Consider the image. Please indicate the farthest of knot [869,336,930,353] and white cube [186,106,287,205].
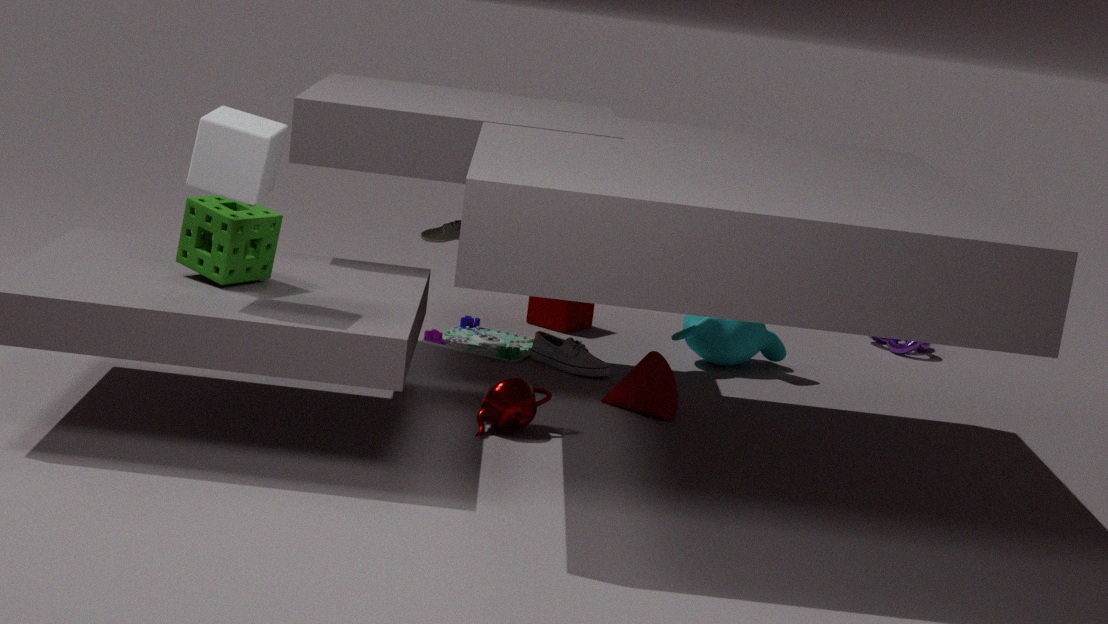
knot [869,336,930,353]
